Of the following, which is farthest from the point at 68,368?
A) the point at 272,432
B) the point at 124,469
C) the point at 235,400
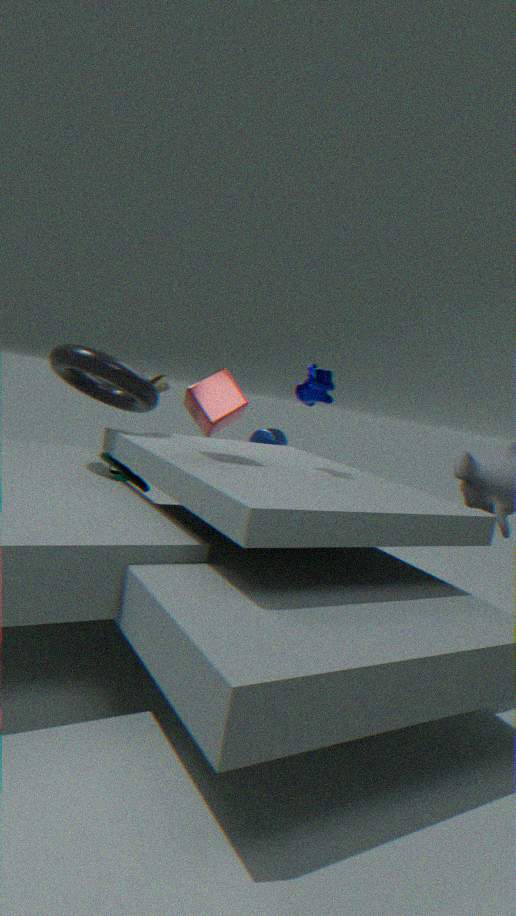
the point at 272,432
